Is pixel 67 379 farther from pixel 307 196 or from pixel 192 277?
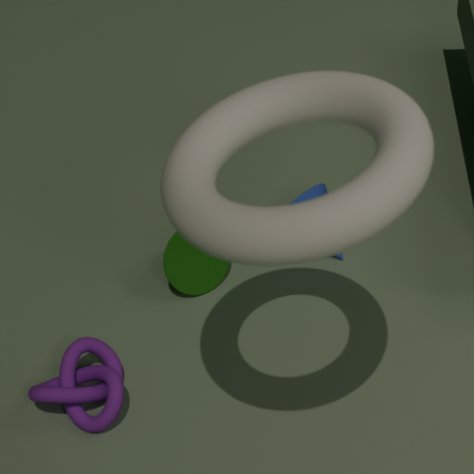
pixel 307 196
